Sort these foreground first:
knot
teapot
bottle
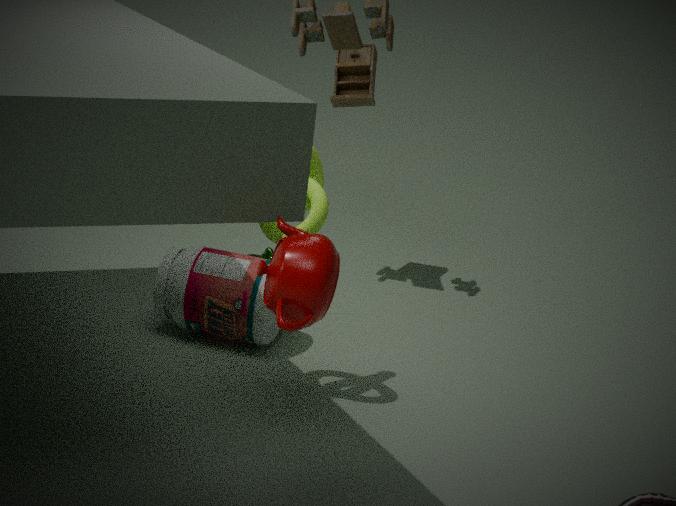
1. teapot
2. knot
3. bottle
